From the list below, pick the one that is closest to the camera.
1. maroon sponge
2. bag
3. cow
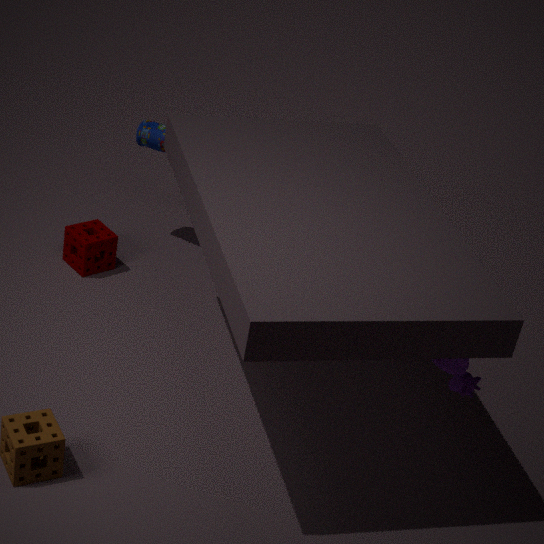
cow
